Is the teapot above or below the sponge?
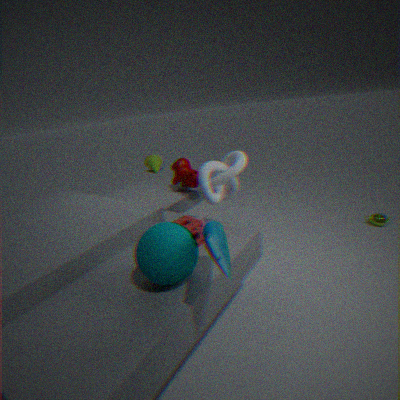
below
